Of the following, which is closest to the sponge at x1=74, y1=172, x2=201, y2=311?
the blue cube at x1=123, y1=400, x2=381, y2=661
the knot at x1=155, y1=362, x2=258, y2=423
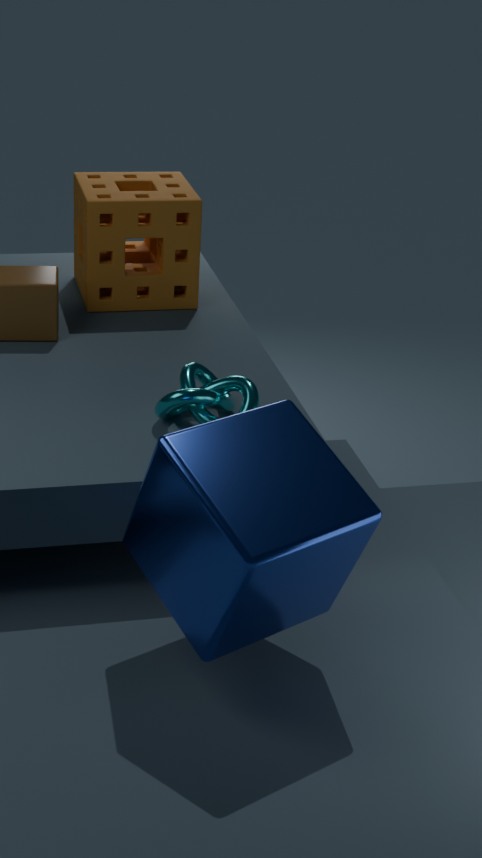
the knot at x1=155, y1=362, x2=258, y2=423
